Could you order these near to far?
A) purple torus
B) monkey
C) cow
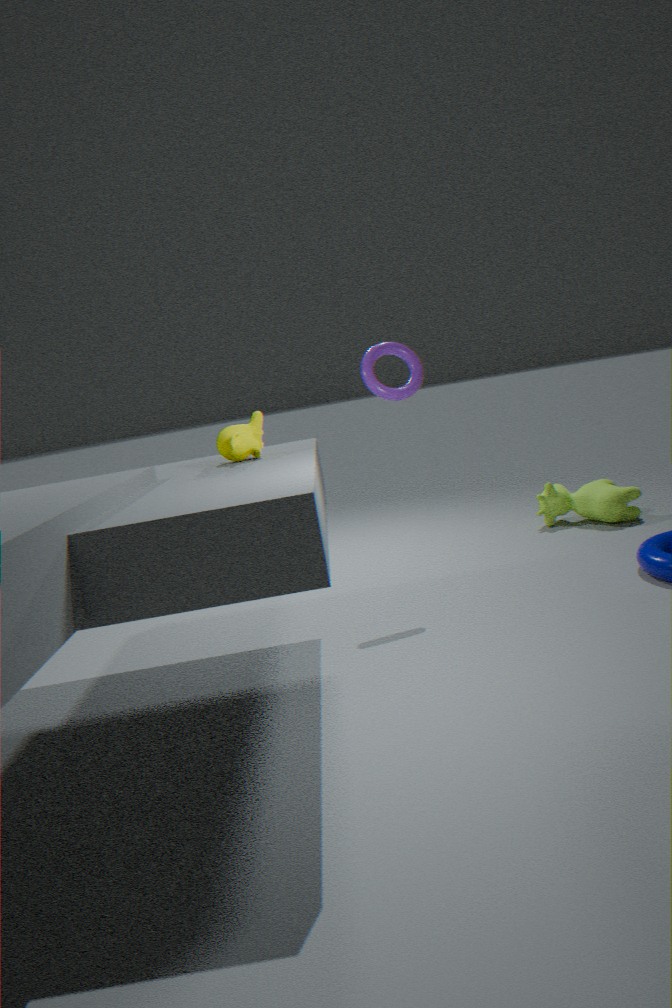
monkey < purple torus < cow
